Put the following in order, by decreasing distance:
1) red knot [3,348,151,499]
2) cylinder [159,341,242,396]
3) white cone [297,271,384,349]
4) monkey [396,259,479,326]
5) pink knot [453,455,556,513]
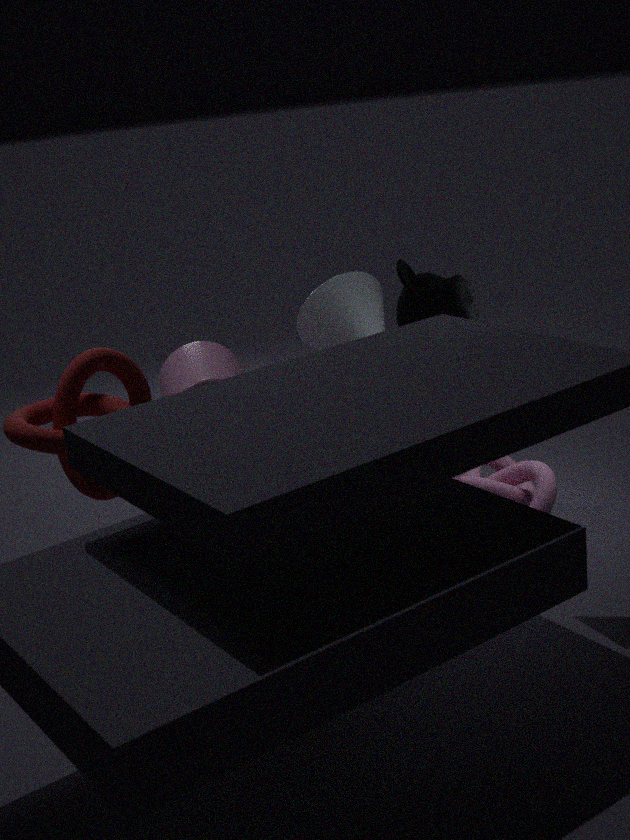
3. white cone [297,271,384,349]
2. cylinder [159,341,242,396]
5. pink knot [453,455,556,513]
4. monkey [396,259,479,326]
1. red knot [3,348,151,499]
